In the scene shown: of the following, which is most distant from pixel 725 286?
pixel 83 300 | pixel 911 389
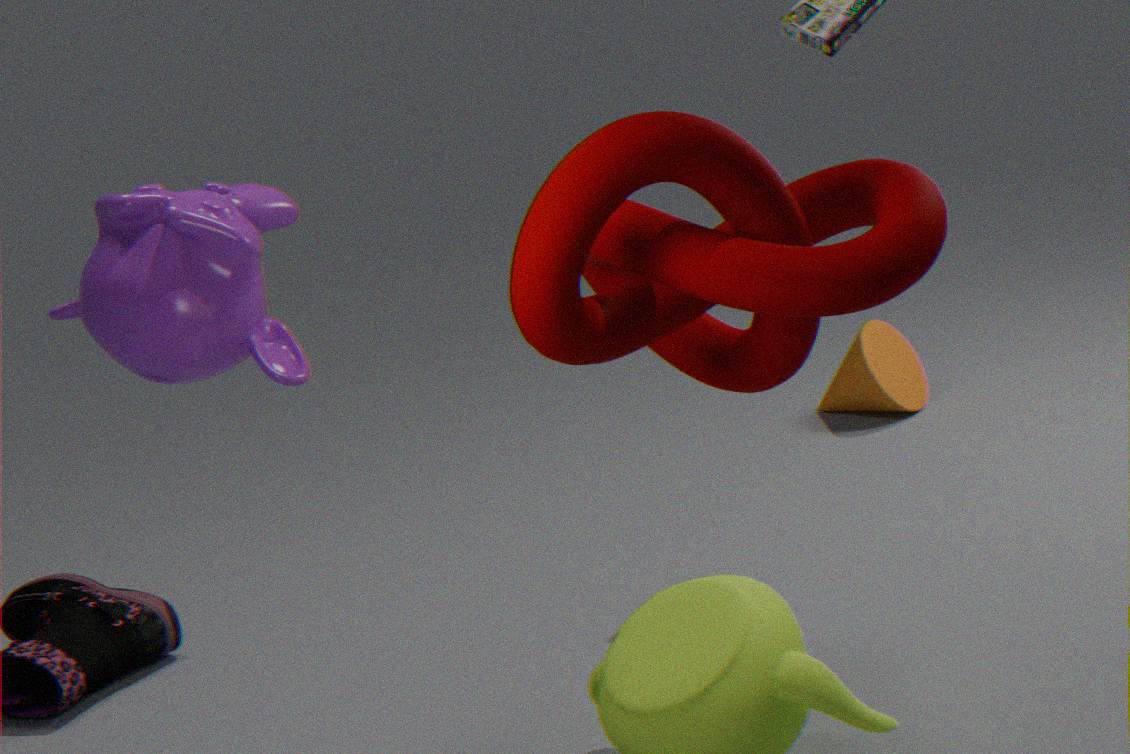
pixel 911 389
